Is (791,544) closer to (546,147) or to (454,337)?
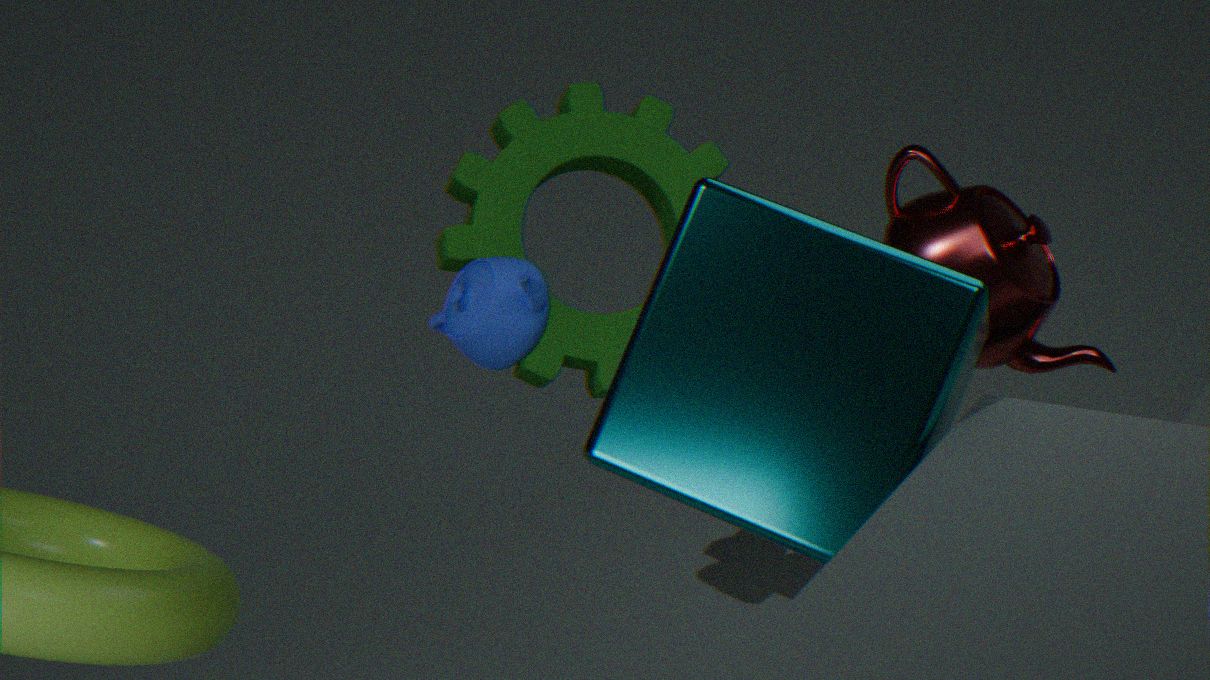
(454,337)
